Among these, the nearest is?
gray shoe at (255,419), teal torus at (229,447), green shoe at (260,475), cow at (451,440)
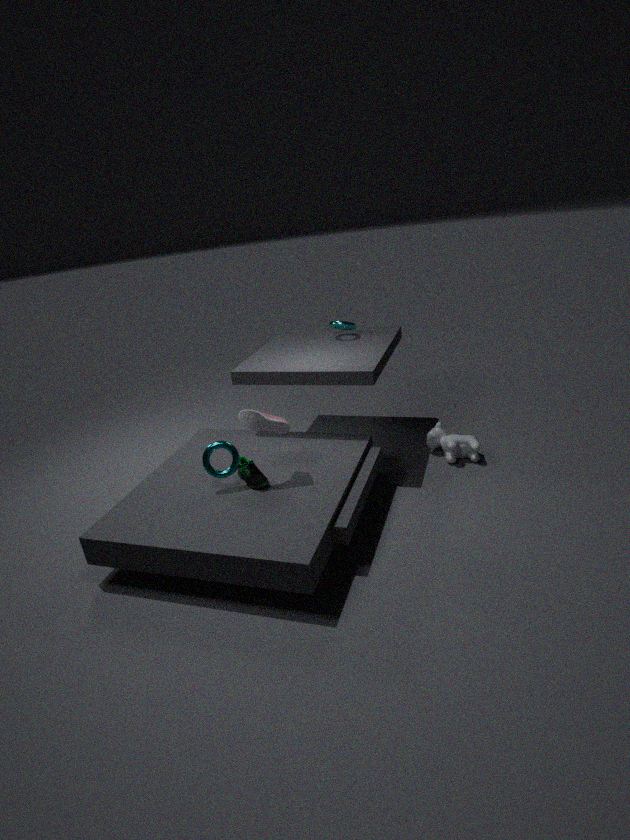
gray shoe at (255,419)
